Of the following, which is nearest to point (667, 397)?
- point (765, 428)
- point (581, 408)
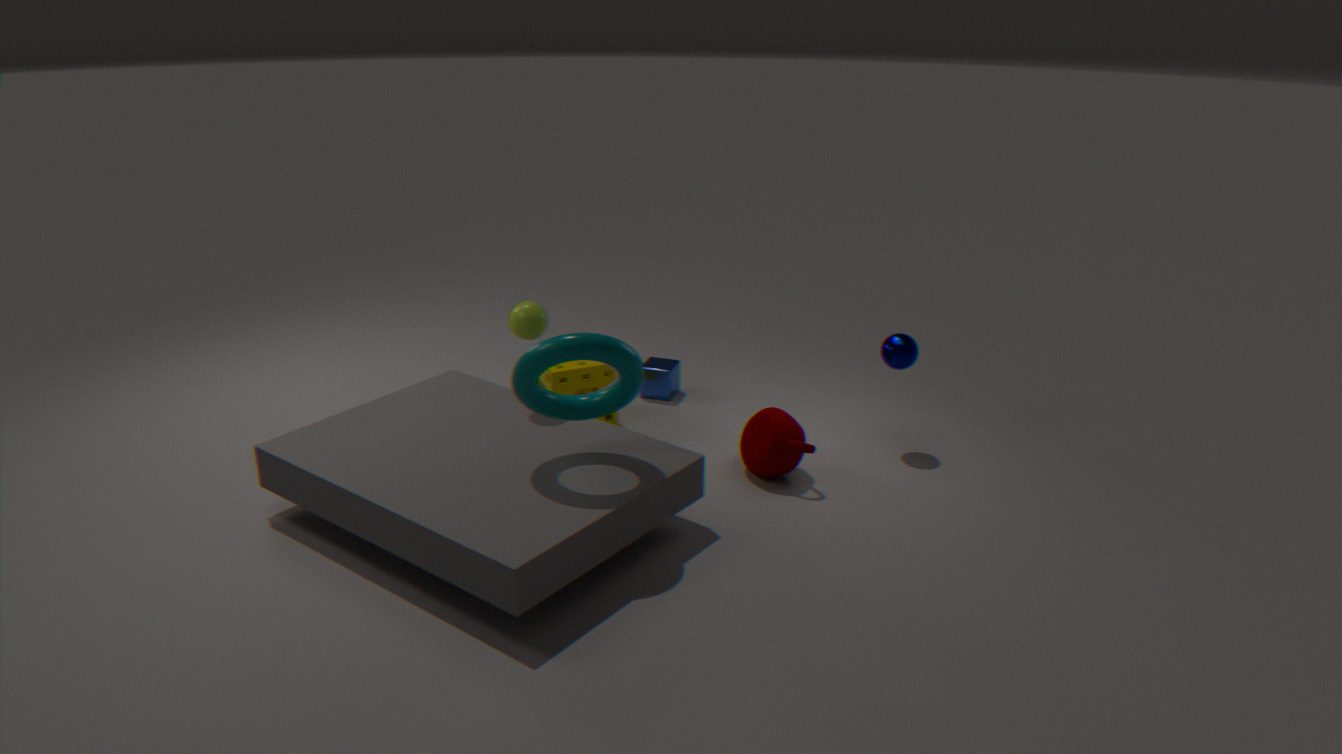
point (765, 428)
